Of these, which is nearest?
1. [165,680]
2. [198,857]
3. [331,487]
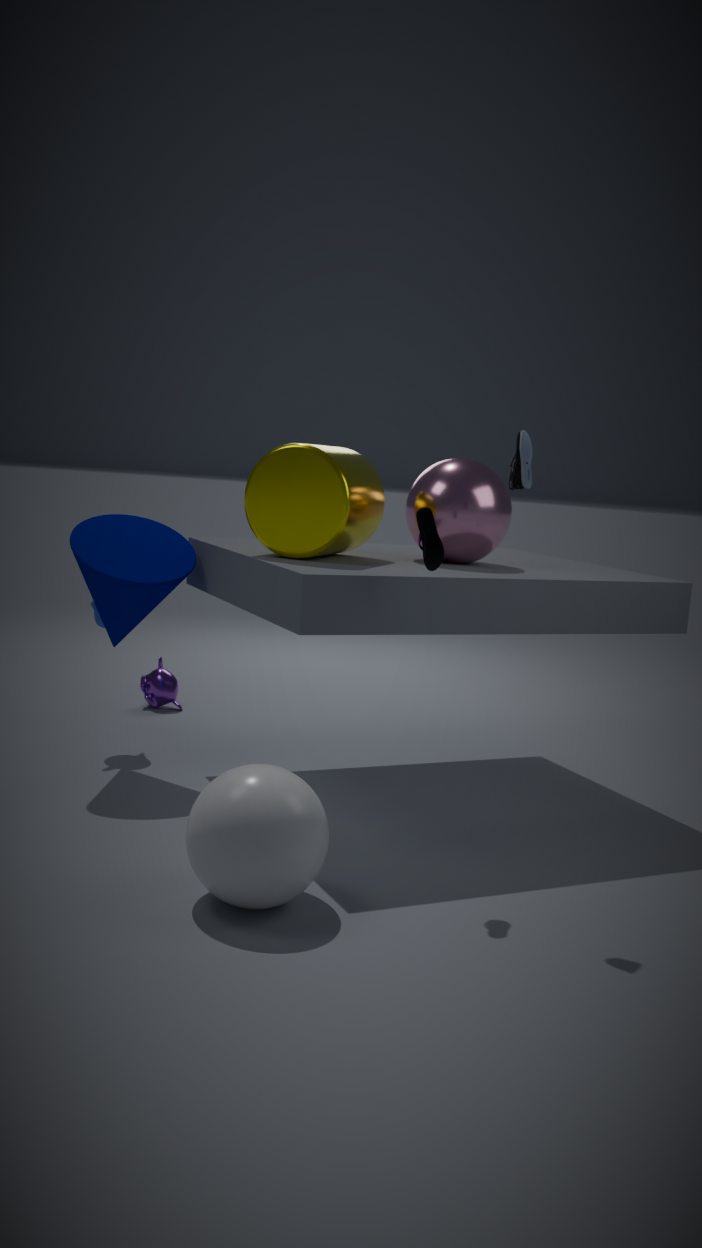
[198,857]
